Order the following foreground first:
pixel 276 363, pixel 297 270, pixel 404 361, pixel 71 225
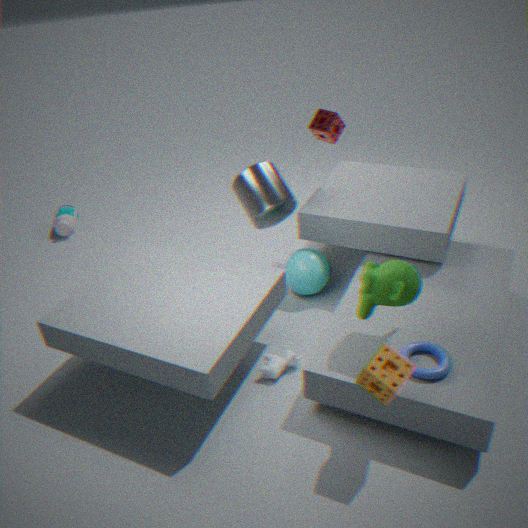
1. pixel 404 361
2. pixel 276 363
3. pixel 297 270
4. pixel 71 225
